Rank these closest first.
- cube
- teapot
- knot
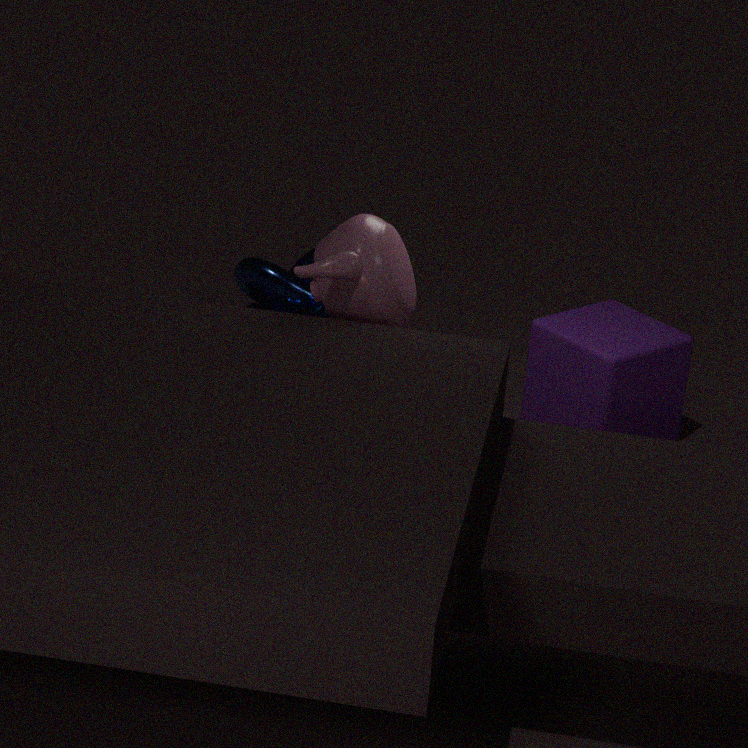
teapot
cube
knot
